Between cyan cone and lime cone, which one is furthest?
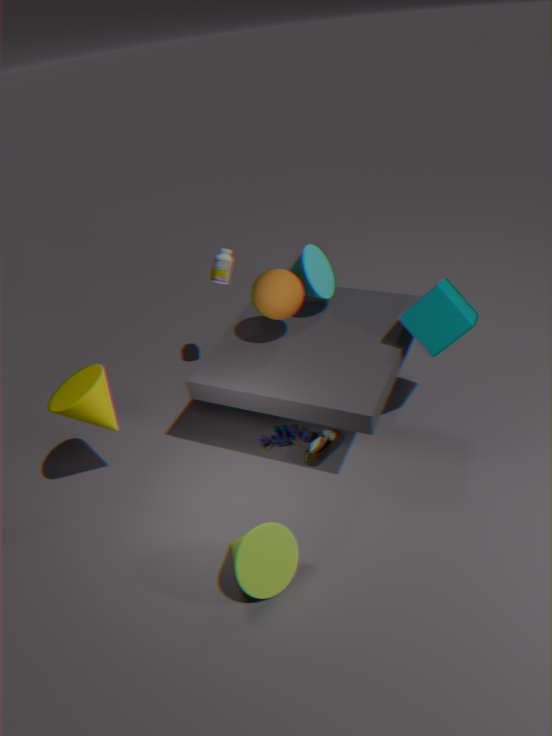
cyan cone
